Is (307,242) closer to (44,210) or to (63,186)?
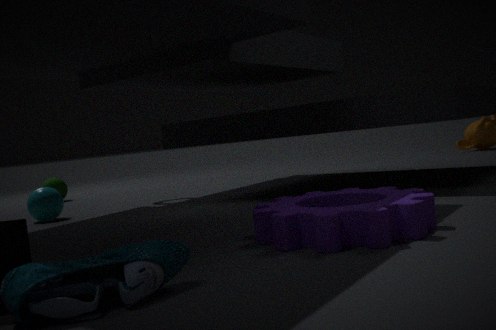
(44,210)
